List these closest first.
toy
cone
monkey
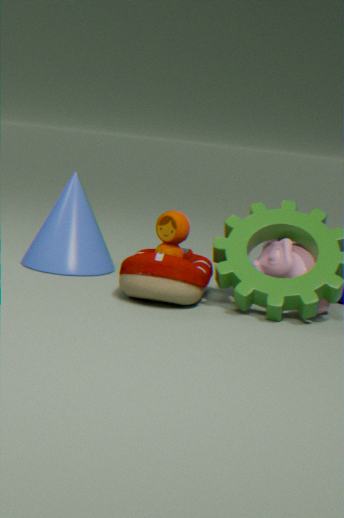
1. toy
2. monkey
3. cone
